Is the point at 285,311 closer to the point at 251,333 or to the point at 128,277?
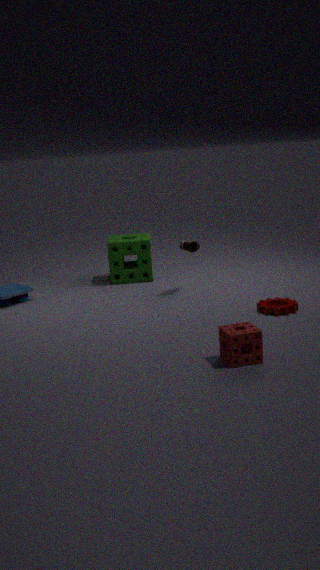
the point at 251,333
